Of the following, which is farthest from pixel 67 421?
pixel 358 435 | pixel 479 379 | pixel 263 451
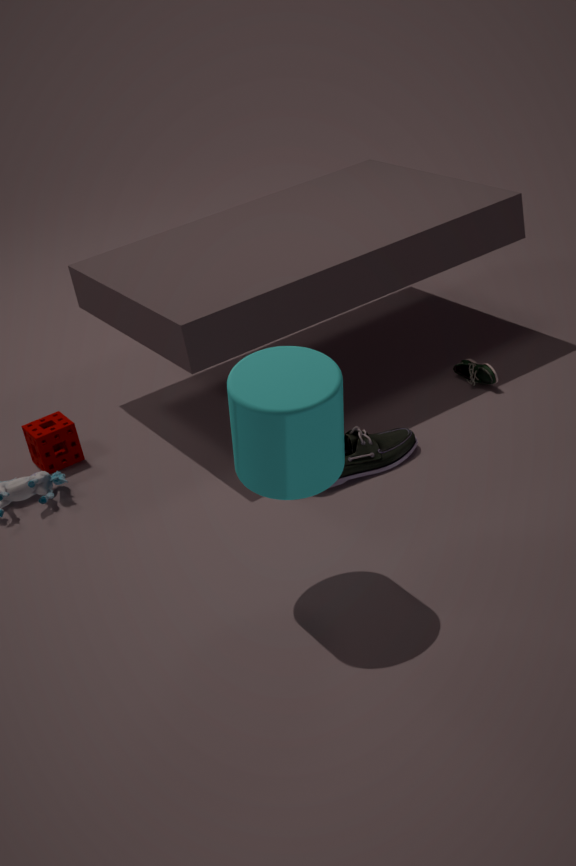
pixel 479 379
